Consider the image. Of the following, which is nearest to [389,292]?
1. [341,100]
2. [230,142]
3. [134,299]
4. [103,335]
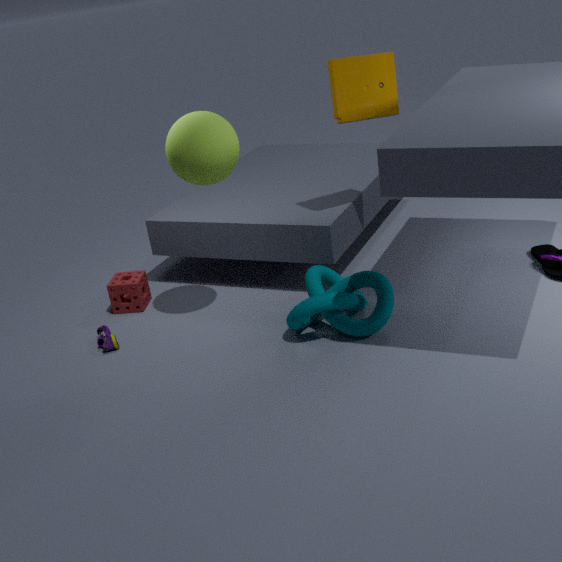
[230,142]
